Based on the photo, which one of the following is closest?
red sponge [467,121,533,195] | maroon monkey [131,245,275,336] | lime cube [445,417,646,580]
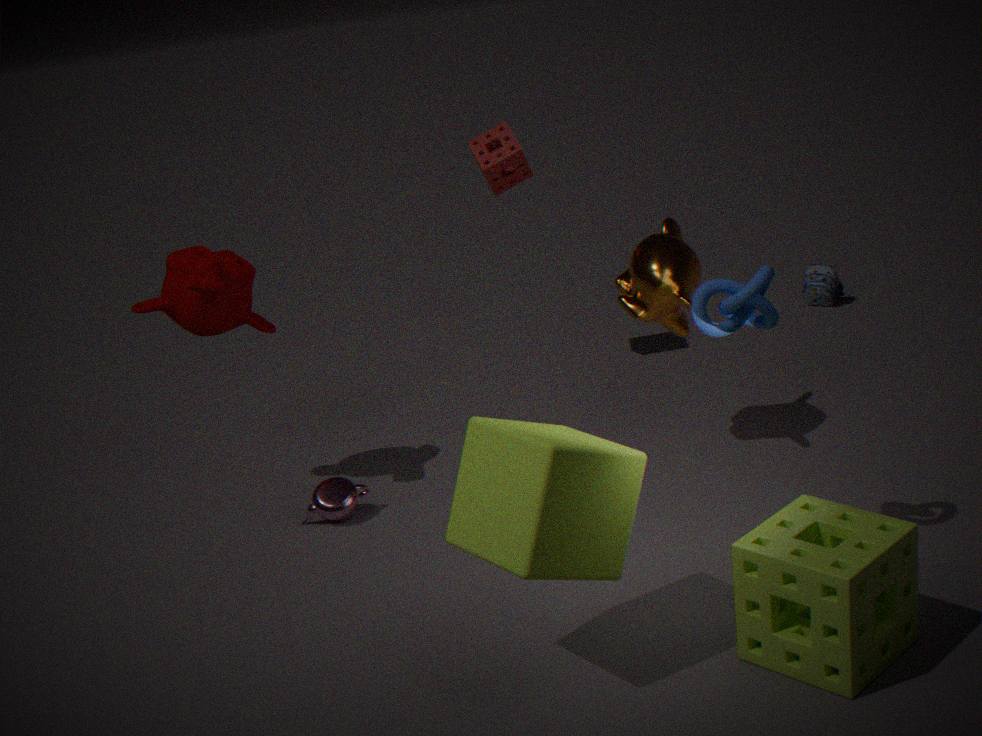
lime cube [445,417,646,580]
